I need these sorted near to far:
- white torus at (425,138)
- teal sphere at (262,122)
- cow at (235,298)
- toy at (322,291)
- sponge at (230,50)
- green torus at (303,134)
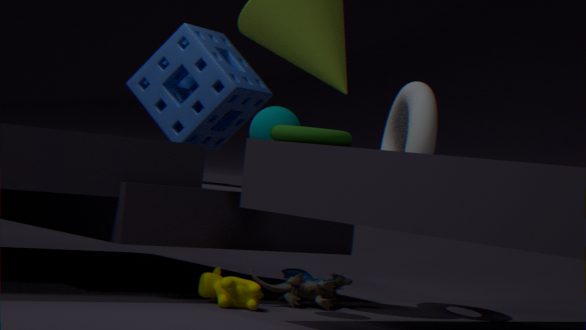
green torus at (303,134)
cow at (235,298)
teal sphere at (262,122)
toy at (322,291)
white torus at (425,138)
sponge at (230,50)
